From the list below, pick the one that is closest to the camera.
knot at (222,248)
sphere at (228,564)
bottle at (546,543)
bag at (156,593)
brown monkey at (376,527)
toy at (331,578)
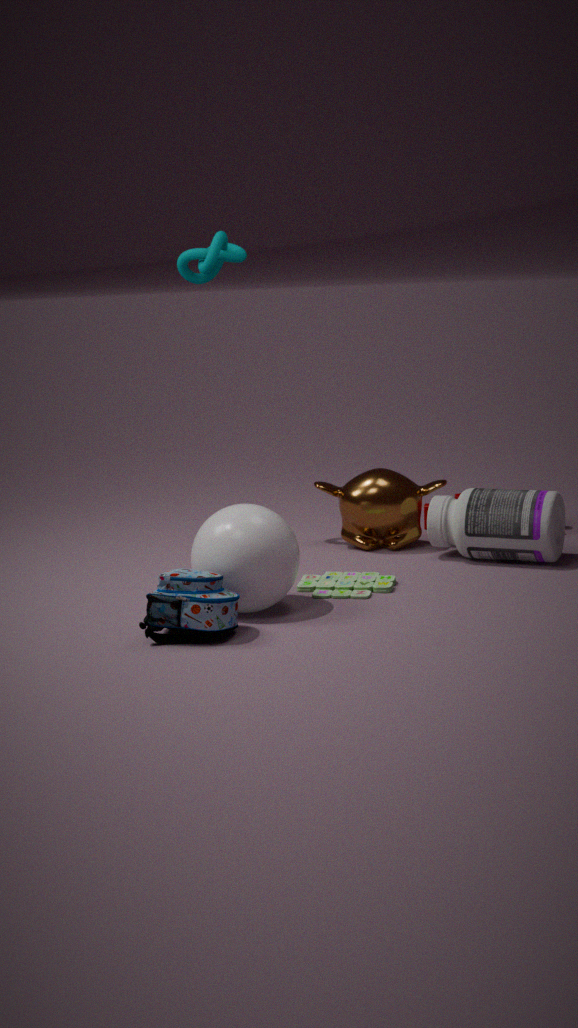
bag at (156,593)
